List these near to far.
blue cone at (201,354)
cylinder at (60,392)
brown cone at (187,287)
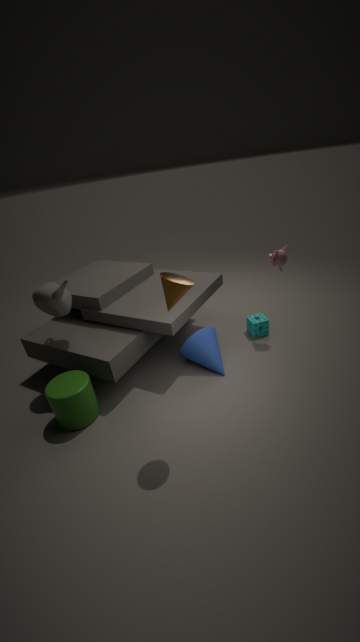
brown cone at (187,287), cylinder at (60,392), blue cone at (201,354)
